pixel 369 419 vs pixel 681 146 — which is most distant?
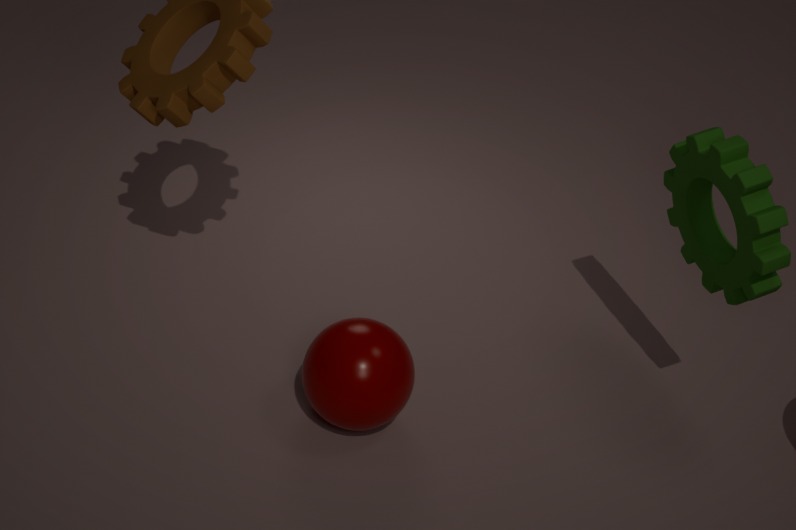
pixel 681 146
